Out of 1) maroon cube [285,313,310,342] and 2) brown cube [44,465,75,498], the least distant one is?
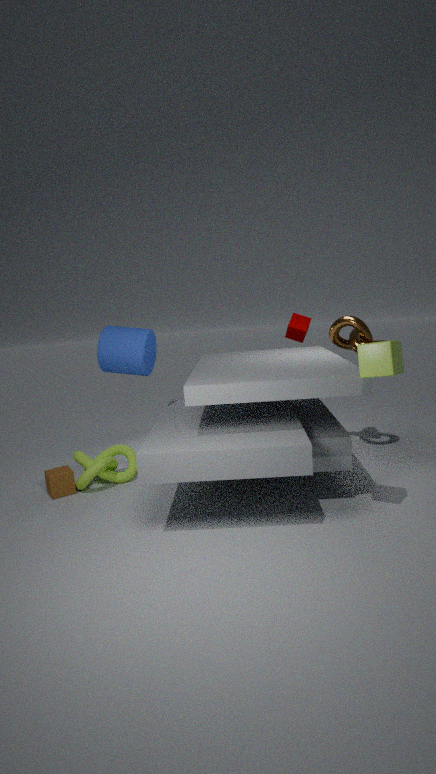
2. brown cube [44,465,75,498]
